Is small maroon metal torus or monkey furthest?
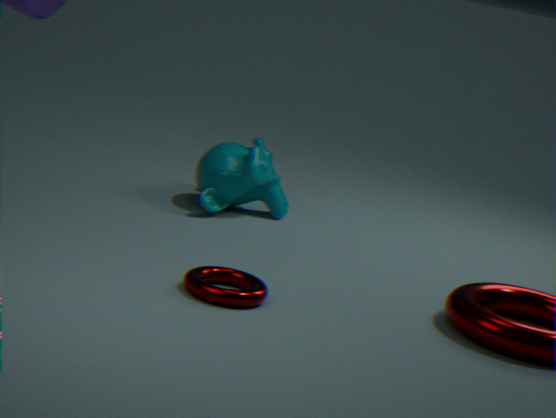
monkey
